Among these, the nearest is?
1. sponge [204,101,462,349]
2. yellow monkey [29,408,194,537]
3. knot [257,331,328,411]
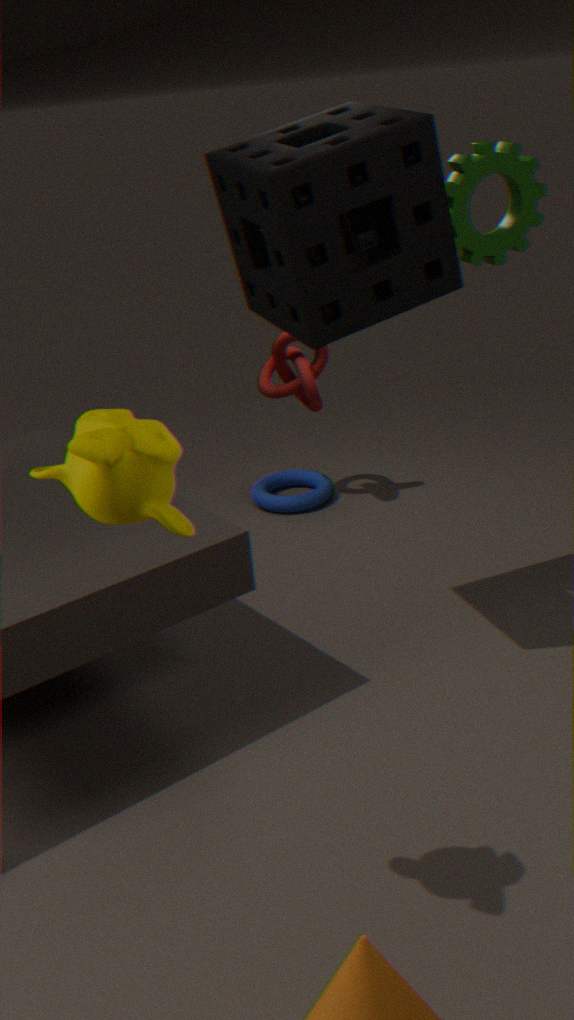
yellow monkey [29,408,194,537]
